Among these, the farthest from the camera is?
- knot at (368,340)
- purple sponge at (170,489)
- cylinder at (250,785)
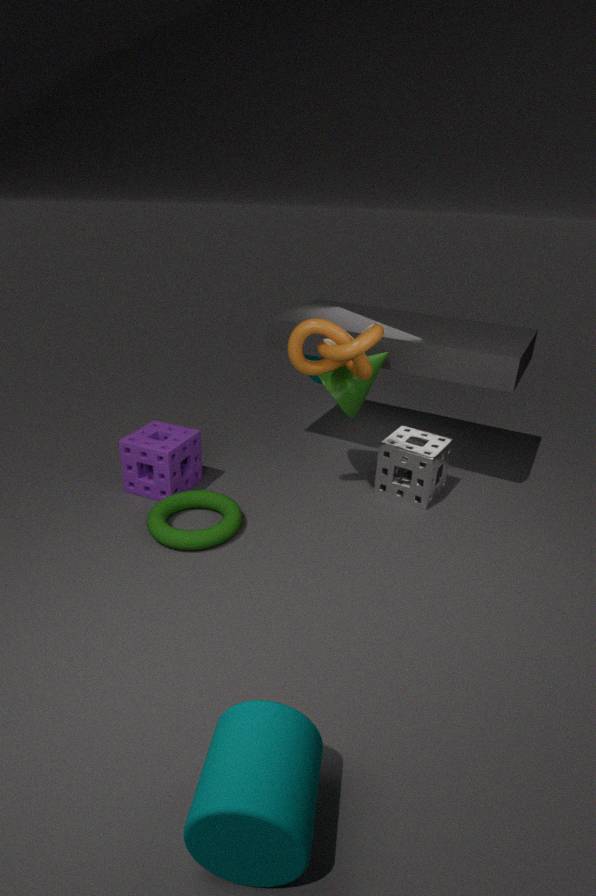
purple sponge at (170,489)
